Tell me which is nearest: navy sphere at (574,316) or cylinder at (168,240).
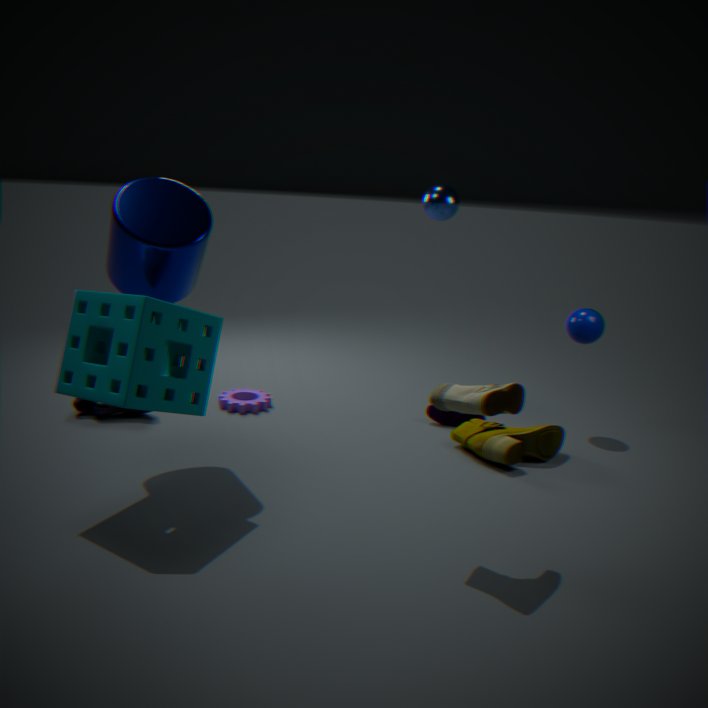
cylinder at (168,240)
